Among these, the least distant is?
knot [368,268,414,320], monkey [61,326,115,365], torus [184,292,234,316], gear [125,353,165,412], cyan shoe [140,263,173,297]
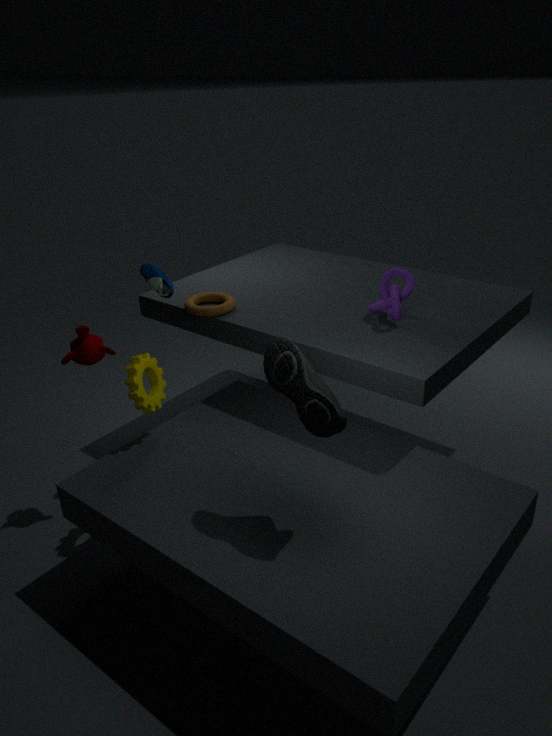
gear [125,353,165,412]
